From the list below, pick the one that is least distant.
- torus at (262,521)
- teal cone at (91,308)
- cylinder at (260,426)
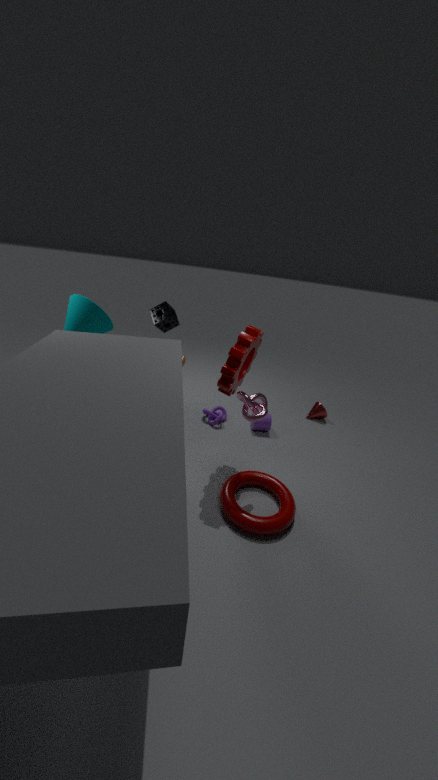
torus at (262,521)
